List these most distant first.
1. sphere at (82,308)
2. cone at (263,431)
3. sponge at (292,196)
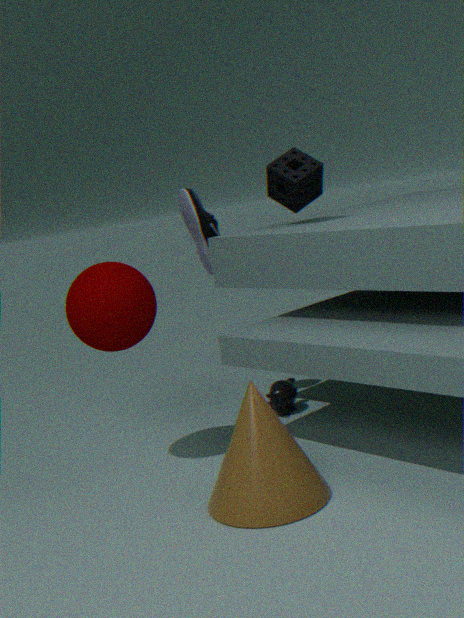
sponge at (292,196) < sphere at (82,308) < cone at (263,431)
